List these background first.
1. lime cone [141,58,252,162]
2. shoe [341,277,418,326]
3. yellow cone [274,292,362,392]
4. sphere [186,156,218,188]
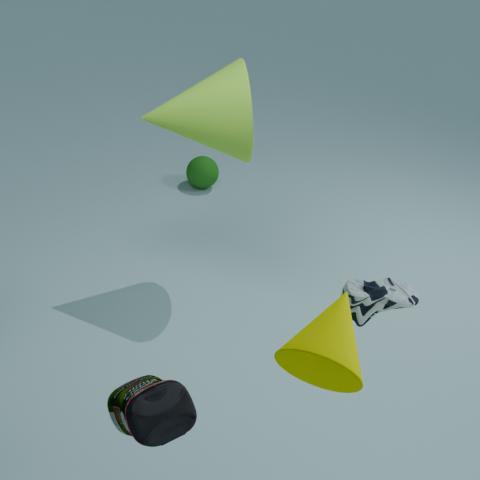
sphere [186,156,218,188] → lime cone [141,58,252,162] → shoe [341,277,418,326] → yellow cone [274,292,362,392]
